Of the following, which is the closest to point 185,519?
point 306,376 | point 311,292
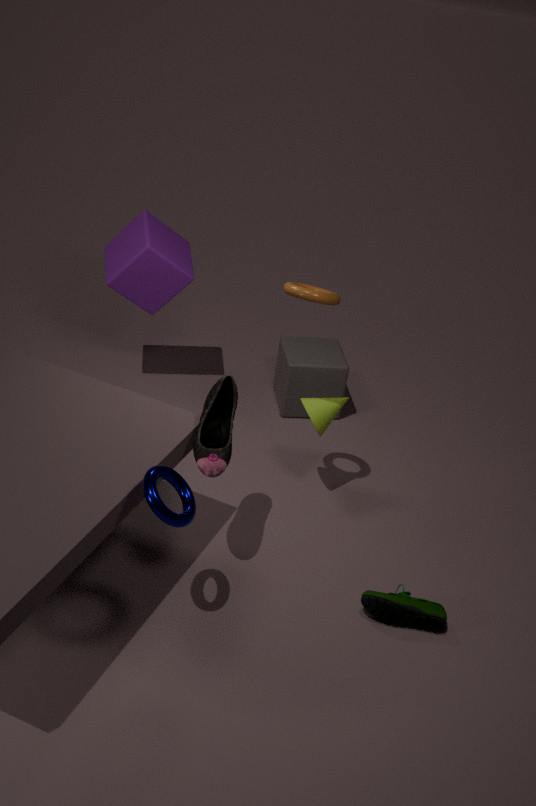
point 311,292
